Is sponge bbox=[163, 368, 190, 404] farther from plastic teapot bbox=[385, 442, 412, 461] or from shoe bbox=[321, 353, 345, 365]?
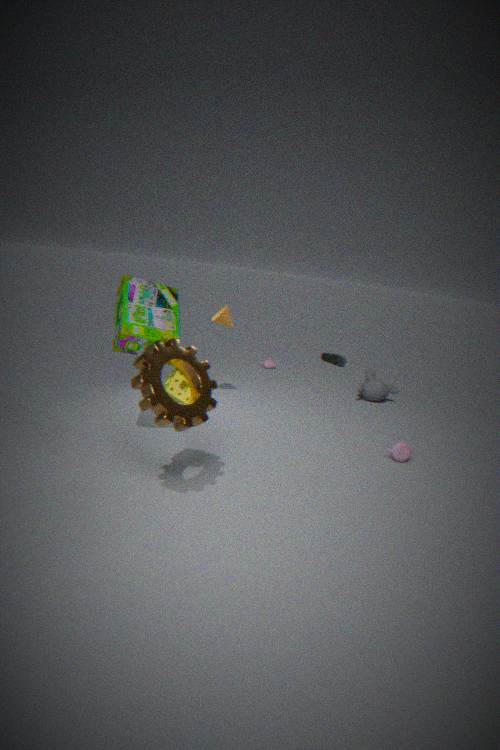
shoe bbox=[321, 353, 345, 365]
